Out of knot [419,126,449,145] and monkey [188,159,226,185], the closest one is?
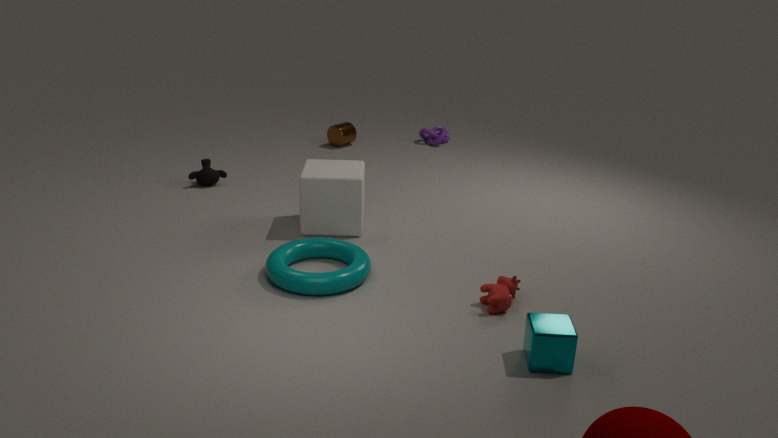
monkey [188,159,226,185]
